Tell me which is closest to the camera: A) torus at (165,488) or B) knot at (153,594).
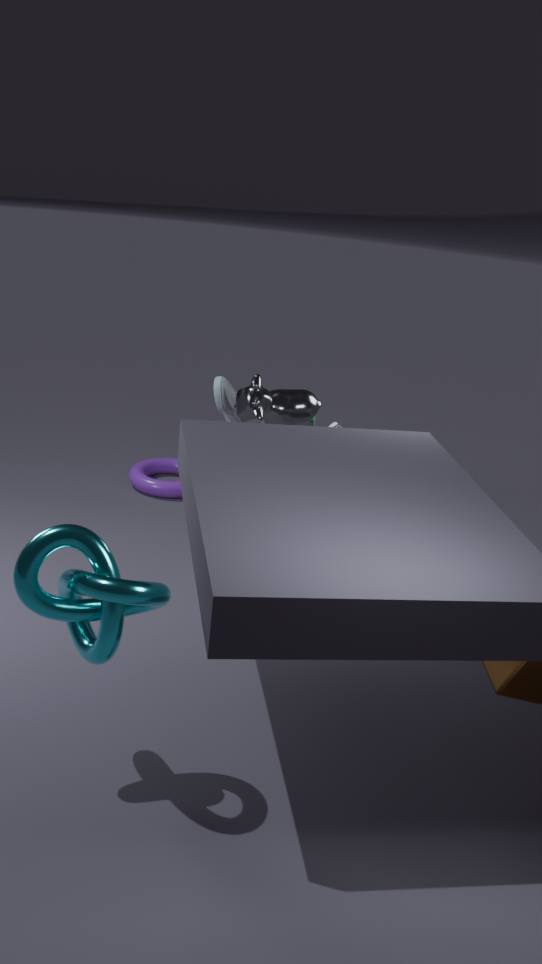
B. knot at (153,594)
